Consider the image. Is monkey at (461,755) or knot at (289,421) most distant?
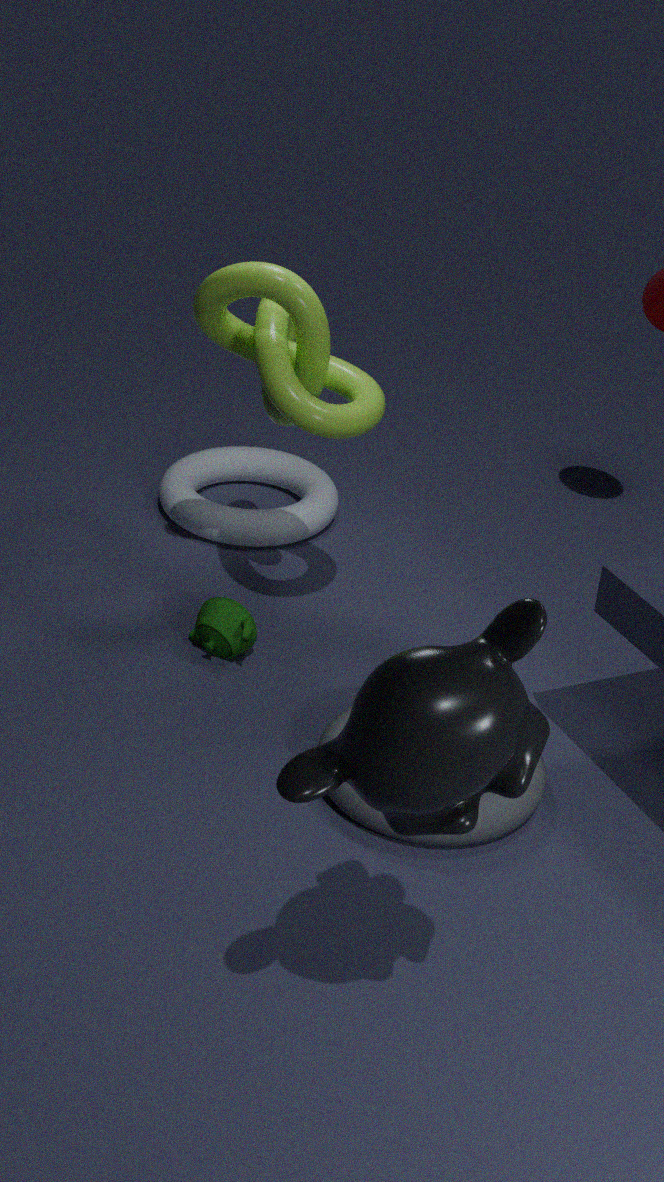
knot at (289,421)
